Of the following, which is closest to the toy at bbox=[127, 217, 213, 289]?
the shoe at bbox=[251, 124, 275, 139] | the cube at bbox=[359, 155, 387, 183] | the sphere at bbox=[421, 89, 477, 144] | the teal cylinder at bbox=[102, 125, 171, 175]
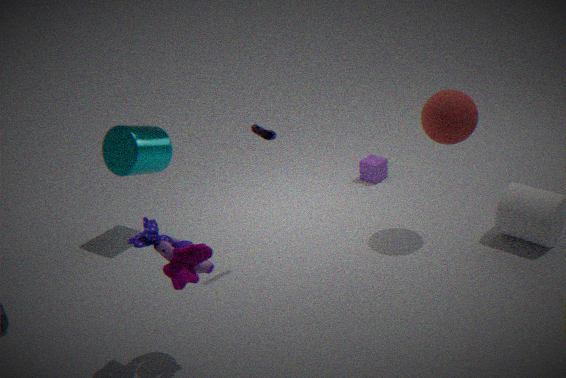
the shoe at bbox=[251, 124, 275, 139]
